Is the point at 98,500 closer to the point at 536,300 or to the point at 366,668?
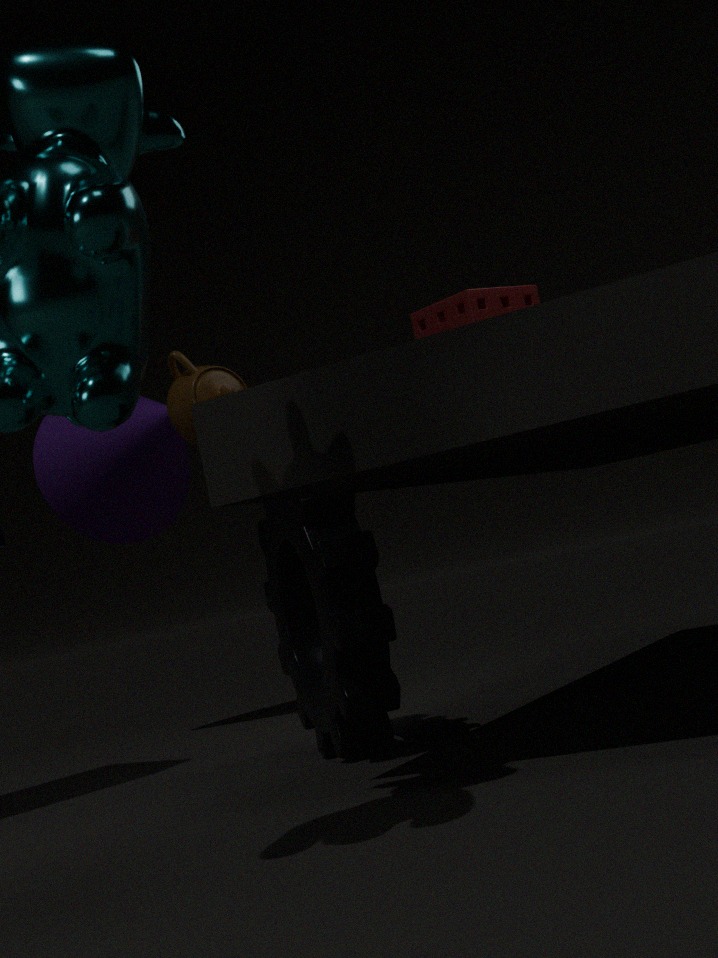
the point at 366,668
